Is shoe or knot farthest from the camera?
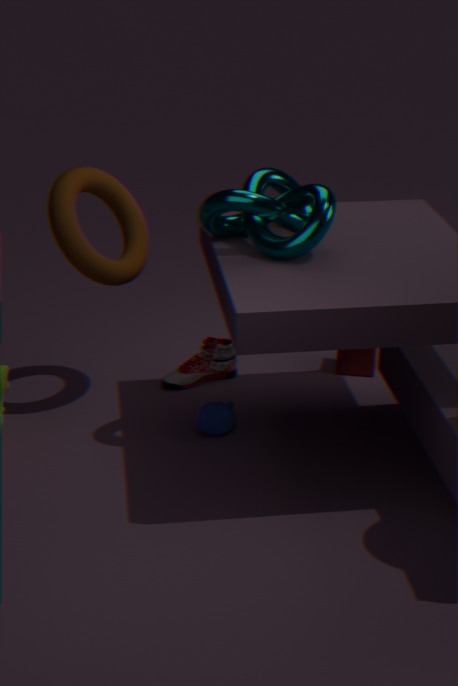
shoe
